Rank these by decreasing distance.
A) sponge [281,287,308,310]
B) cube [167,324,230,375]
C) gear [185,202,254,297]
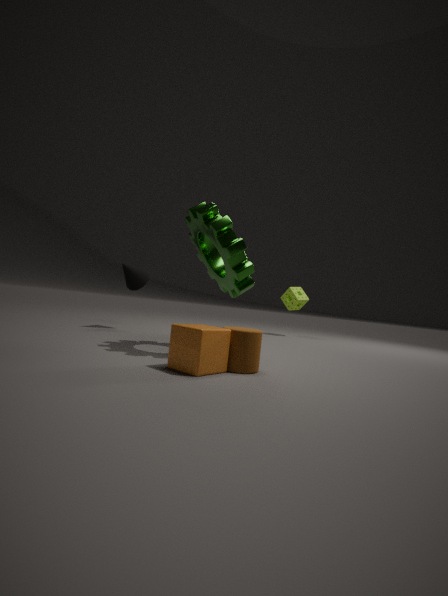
1. sponge [281,287,308,310]
2. gear [185,202,254,297]
3. cube [167,324,230,375]
